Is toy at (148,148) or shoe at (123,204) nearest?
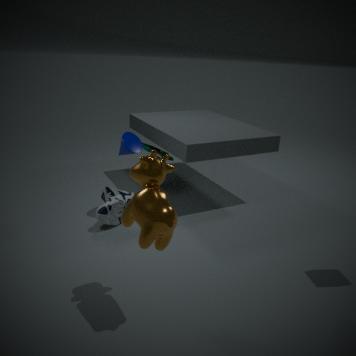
shoe at (123,204)
